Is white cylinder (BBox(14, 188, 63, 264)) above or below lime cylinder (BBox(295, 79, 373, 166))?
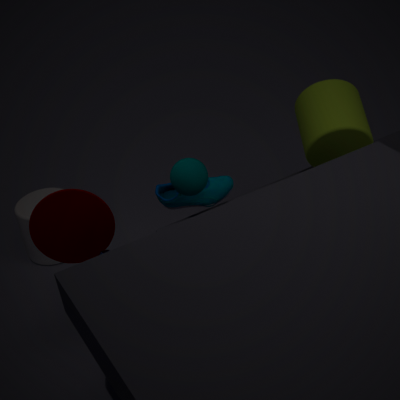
below
